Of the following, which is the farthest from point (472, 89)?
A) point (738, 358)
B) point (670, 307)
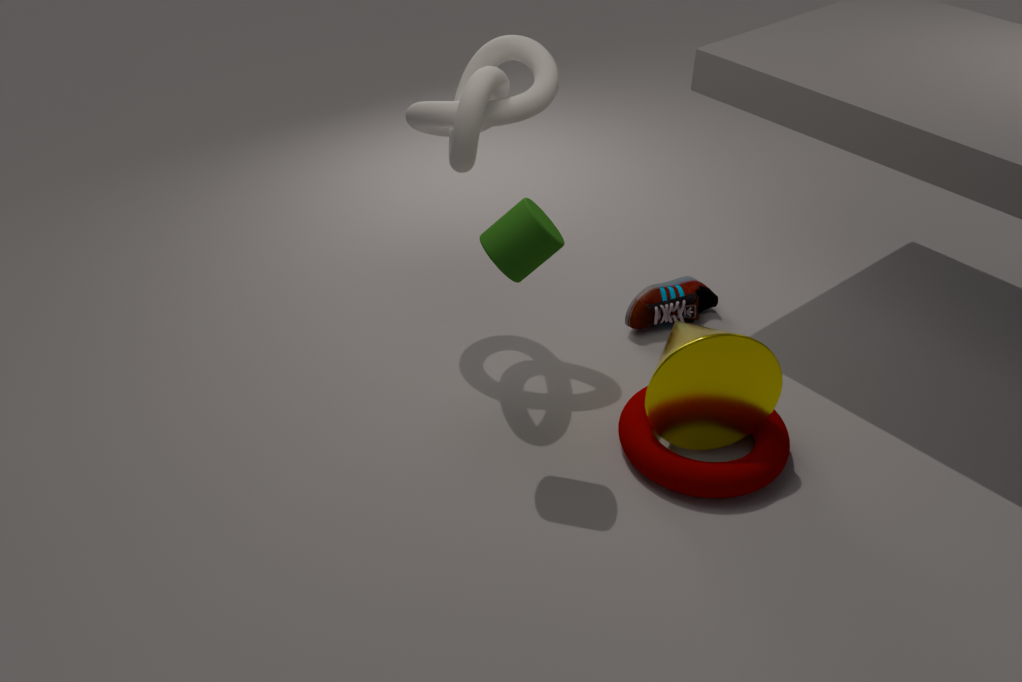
point (738, 358)
